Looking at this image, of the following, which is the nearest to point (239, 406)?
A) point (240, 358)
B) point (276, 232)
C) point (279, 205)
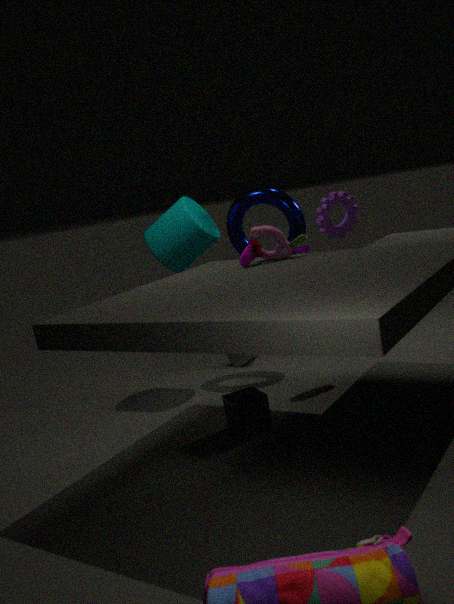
point (276, 232)
